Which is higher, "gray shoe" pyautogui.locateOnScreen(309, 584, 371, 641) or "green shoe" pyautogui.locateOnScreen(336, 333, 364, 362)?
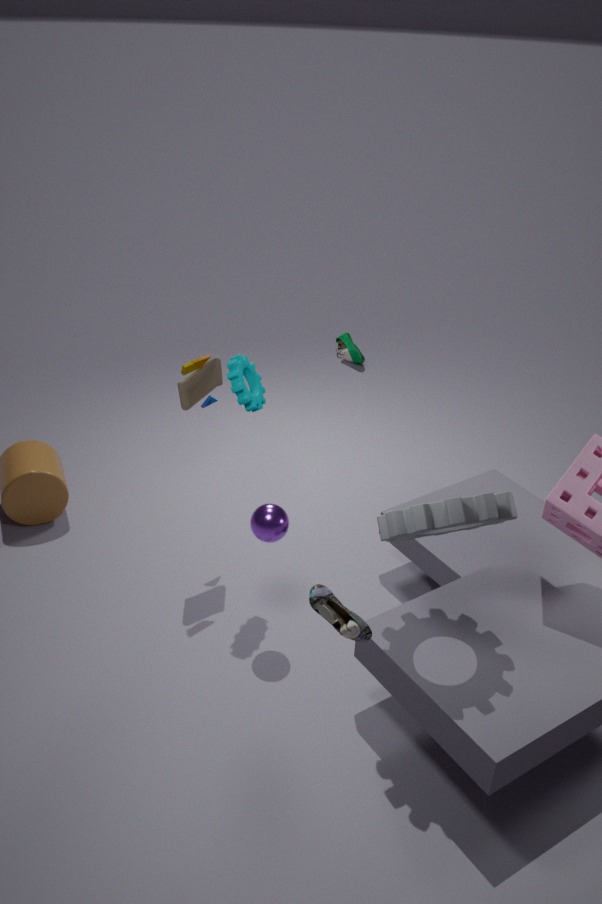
"gray shoe" pyautogui.locateOnScreen(309, 584, 371, 641)
